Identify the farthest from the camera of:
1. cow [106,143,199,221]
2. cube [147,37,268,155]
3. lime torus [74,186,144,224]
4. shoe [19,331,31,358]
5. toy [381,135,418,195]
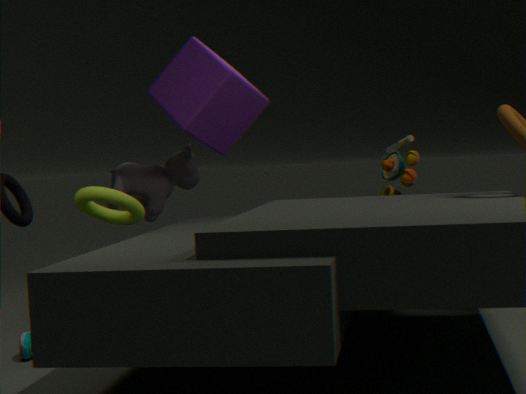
cow [106,143,199,221]
